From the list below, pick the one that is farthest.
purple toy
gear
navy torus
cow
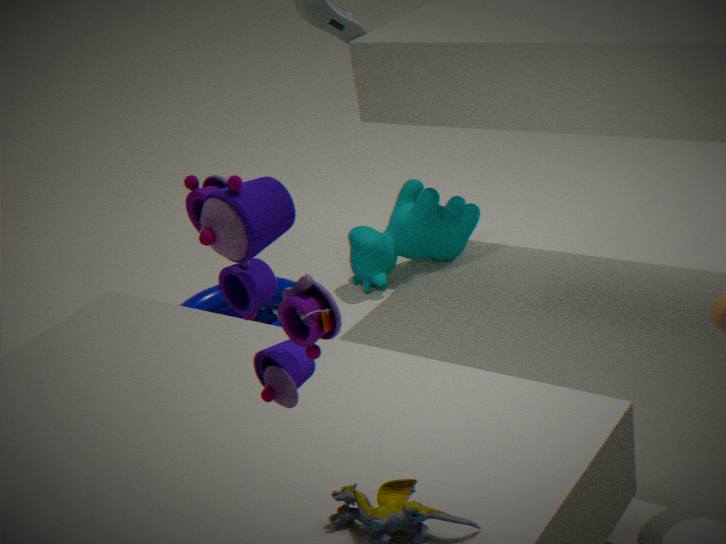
cow
